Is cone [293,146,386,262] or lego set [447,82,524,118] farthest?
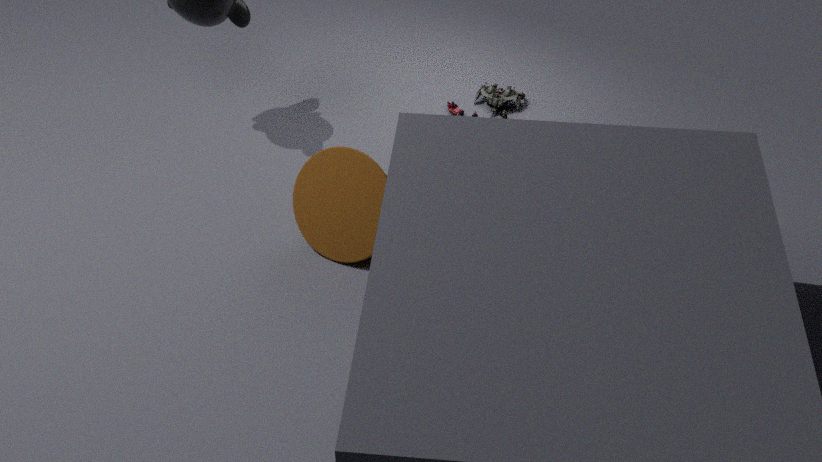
lego set [447,82,524,118]
